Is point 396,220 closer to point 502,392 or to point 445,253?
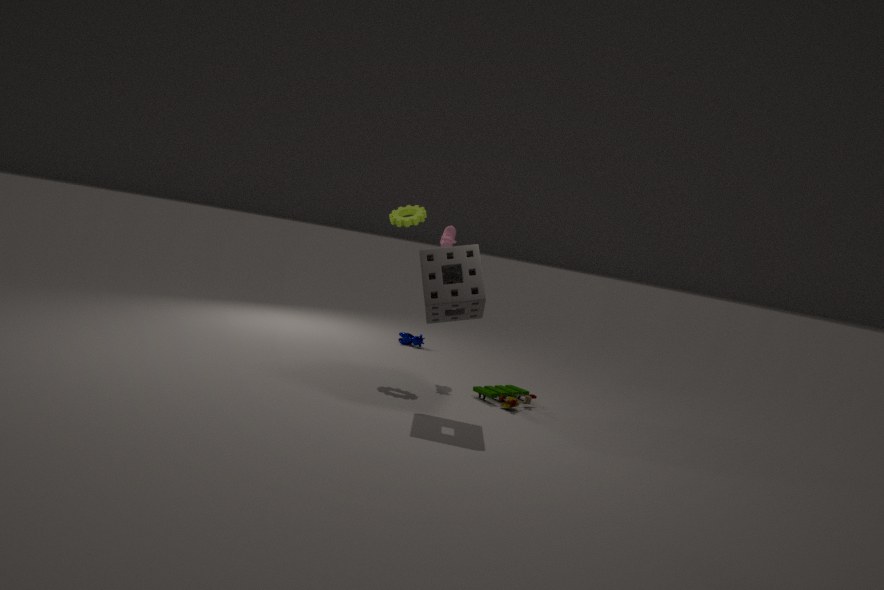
point 445,253
